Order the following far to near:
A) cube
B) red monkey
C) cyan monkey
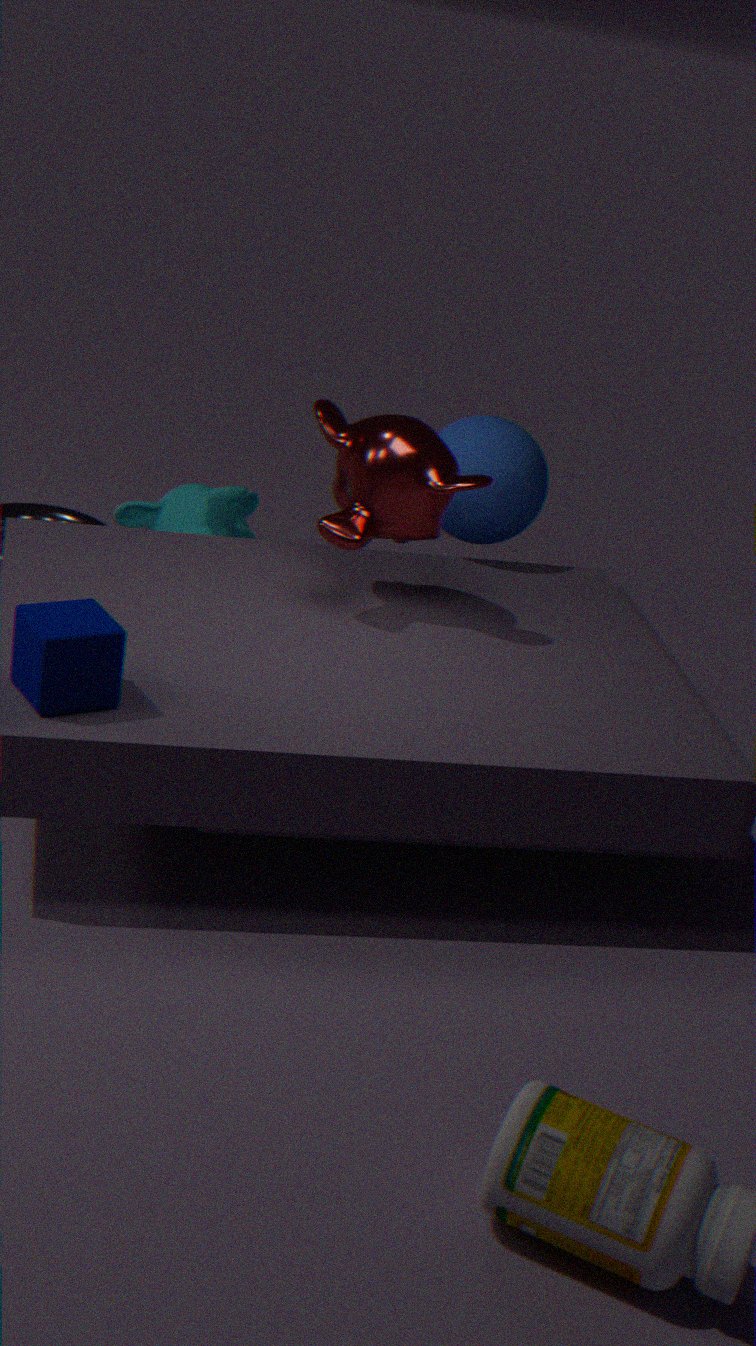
cyan monkey < red monkey < cube
